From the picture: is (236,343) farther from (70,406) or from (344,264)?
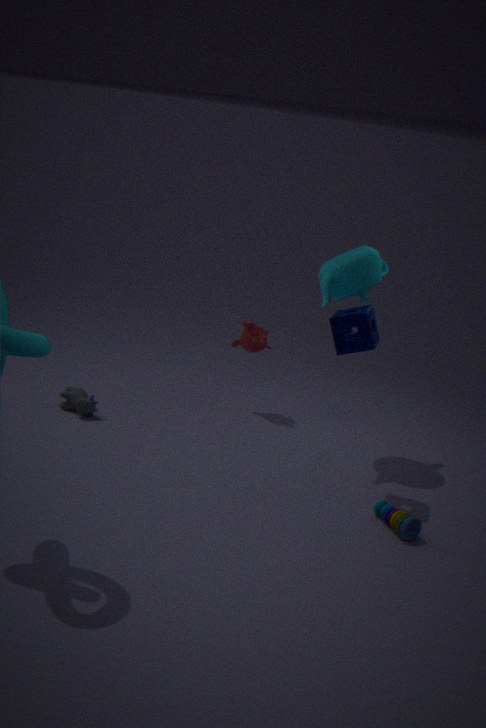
(70,406)
